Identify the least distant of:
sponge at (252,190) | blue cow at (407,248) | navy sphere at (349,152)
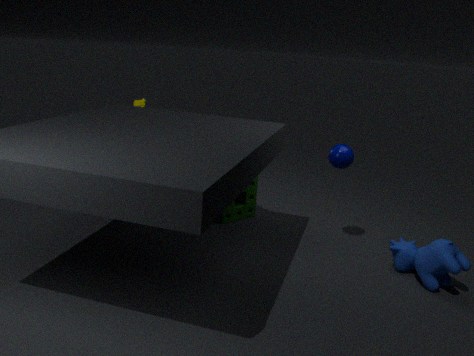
blue cow at (407,248)
